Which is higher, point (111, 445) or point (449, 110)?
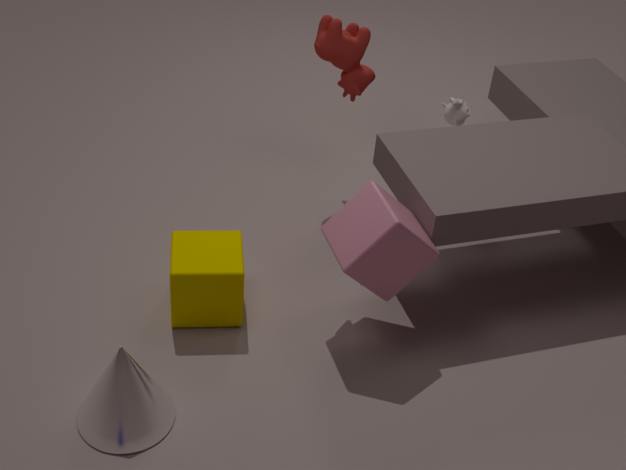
point (449, 110)
